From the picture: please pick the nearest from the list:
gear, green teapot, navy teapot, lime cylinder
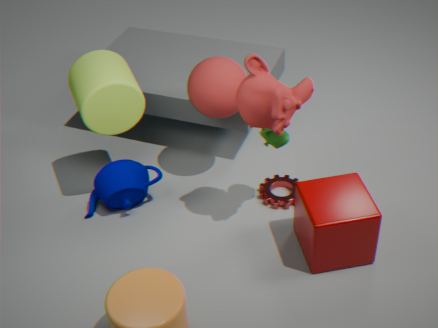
lime cylinder
